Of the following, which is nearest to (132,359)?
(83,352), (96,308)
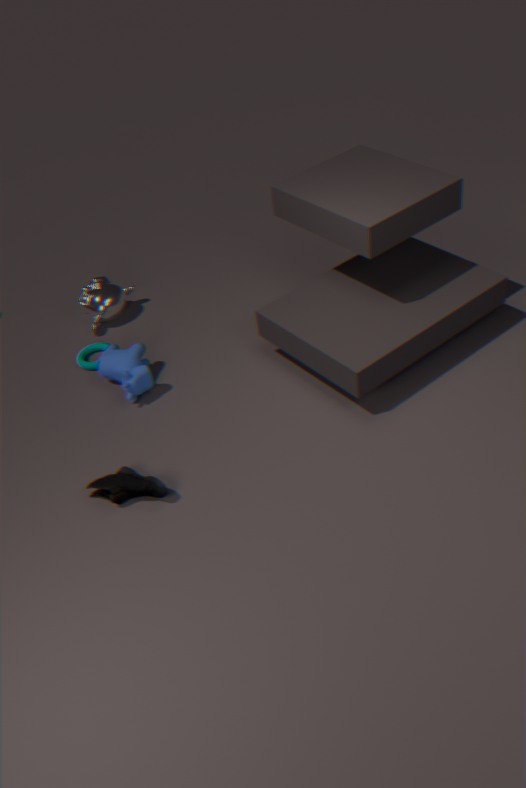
(83,352)
